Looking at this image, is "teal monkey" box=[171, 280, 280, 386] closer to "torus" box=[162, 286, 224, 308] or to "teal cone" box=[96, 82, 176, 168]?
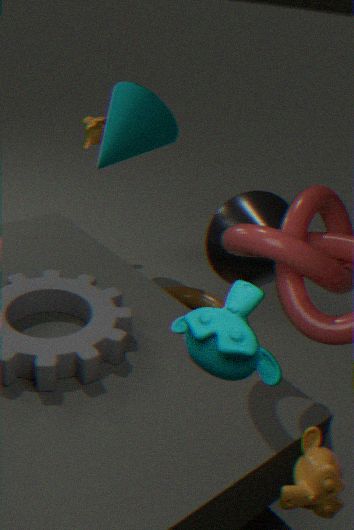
"torus" box=[162, 286, 224, 308]
